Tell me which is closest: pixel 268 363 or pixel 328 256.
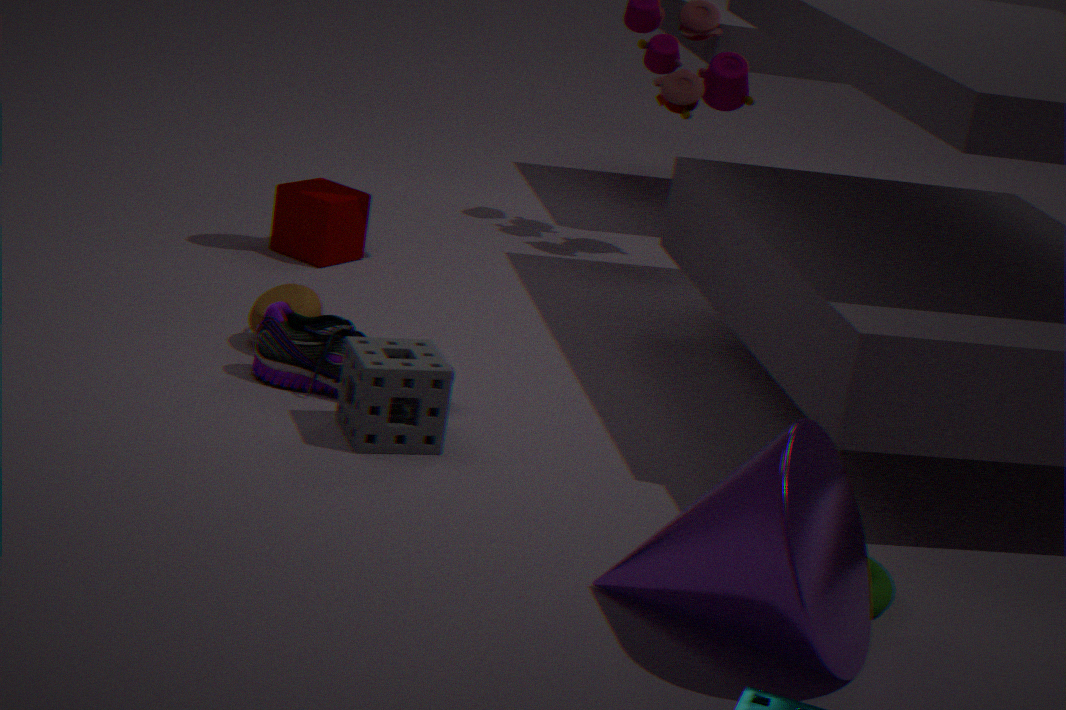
pixel 268 363
